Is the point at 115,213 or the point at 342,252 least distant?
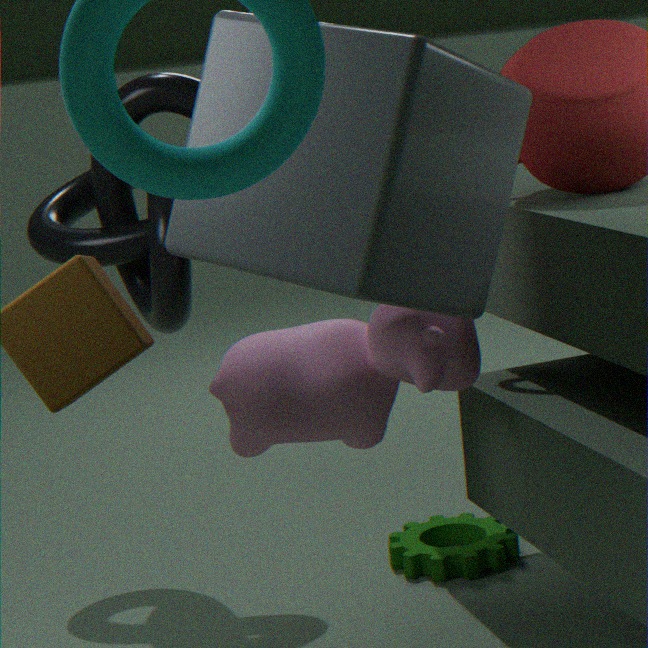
the point at 342,252
